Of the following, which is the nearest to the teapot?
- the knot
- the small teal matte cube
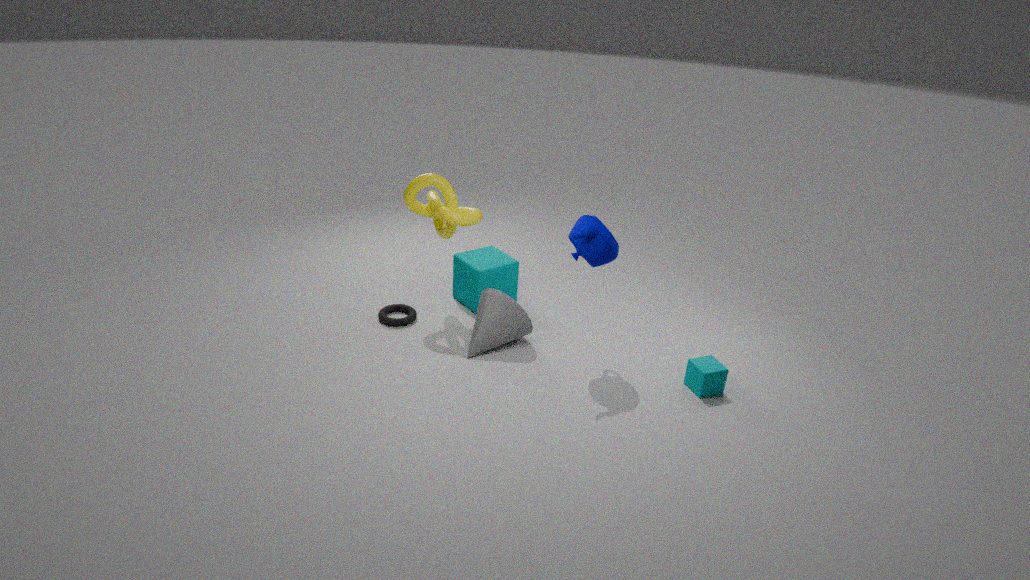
the knot
